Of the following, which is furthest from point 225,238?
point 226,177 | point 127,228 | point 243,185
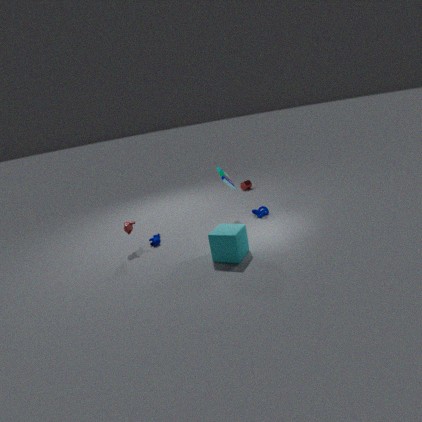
point 243,185
